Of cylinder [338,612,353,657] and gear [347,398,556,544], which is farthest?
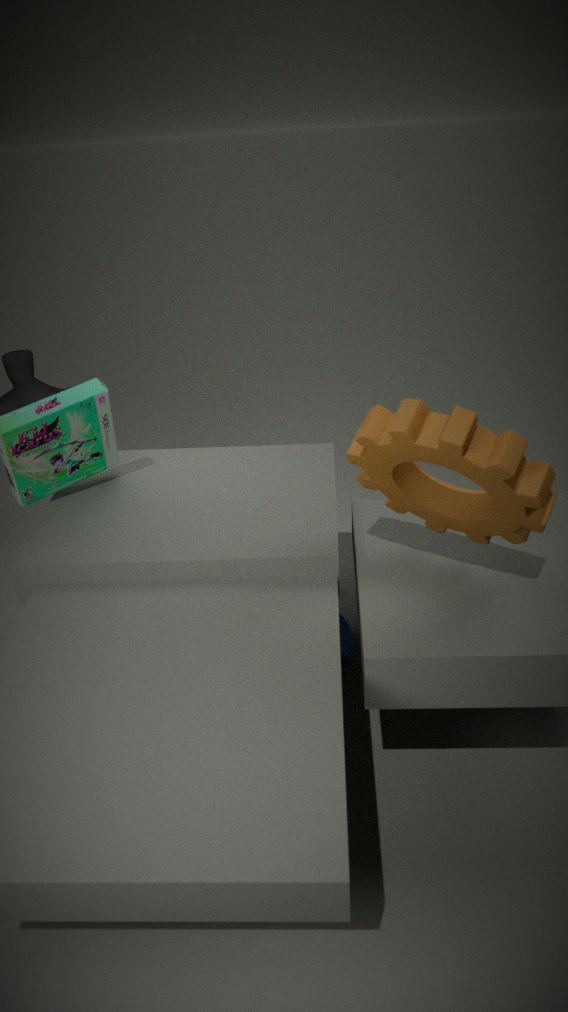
A: cylinder [338,612,353,657]
